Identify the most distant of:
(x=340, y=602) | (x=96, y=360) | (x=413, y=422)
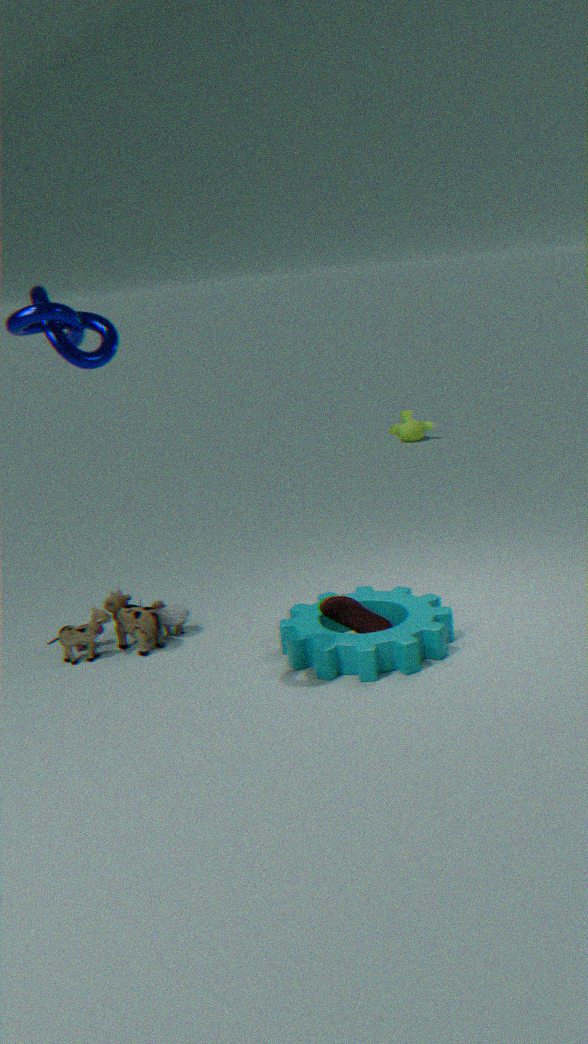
(x=413, y=422)
